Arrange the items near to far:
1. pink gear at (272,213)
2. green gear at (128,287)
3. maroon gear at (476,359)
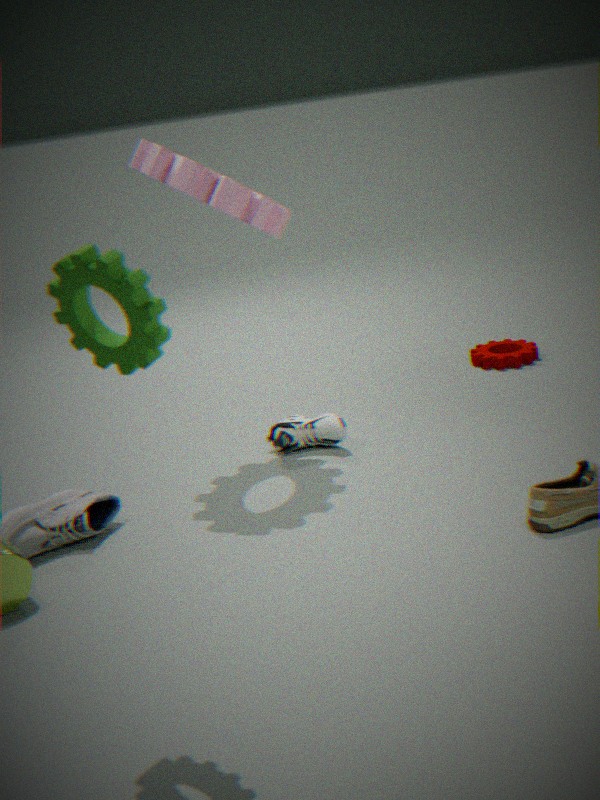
green gear at (128,287) < pink gear at (272,213) < maroon gear at (476,359)
